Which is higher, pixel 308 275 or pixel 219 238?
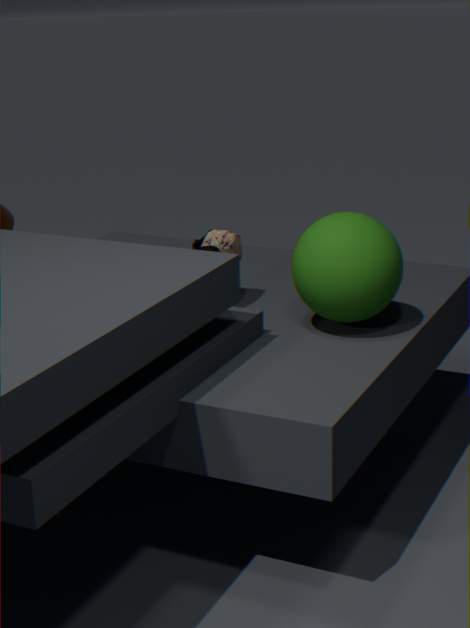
pixel 308 275
